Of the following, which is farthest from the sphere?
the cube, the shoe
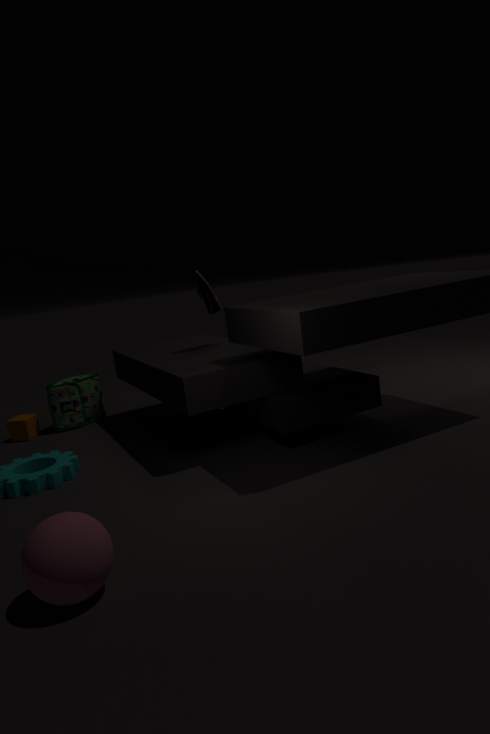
the cube
